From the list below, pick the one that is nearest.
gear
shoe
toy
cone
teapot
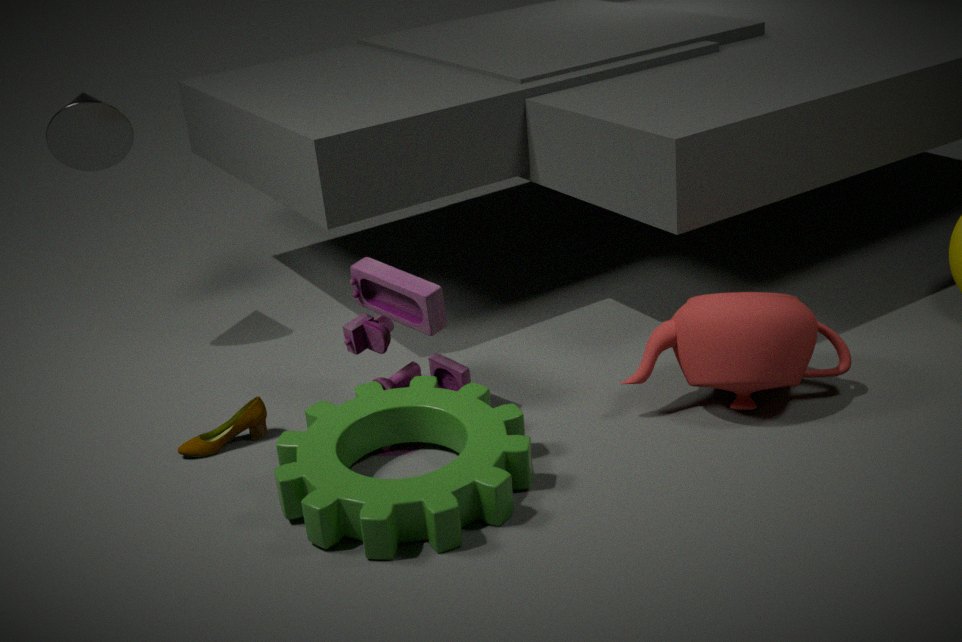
gear
